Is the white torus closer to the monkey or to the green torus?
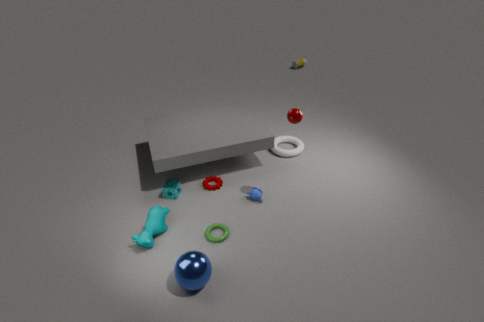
the monkey
